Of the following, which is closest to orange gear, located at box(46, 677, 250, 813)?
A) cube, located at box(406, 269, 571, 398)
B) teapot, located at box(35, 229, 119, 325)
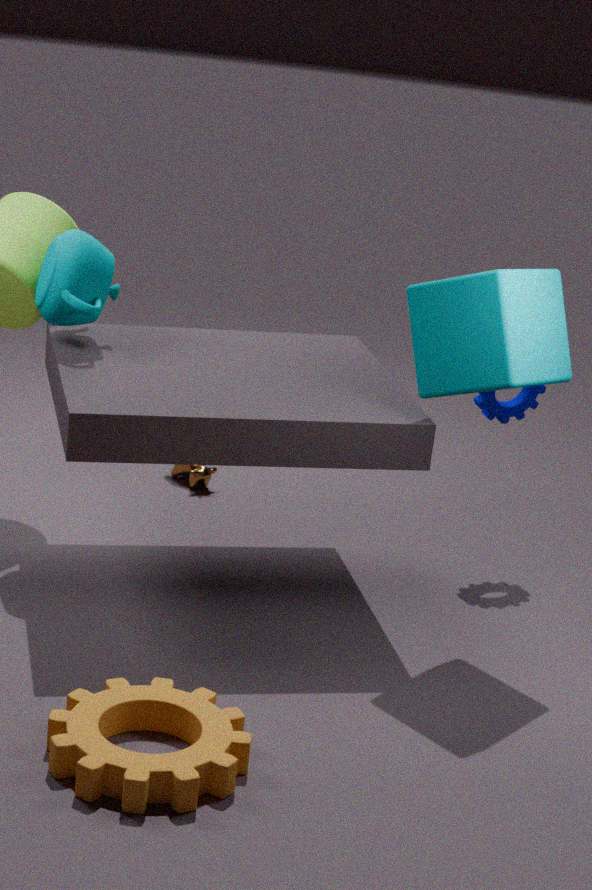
cube, located at box(406, 269, 571, 398)
